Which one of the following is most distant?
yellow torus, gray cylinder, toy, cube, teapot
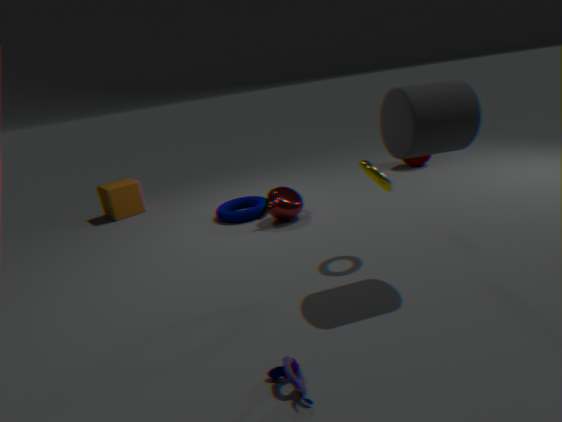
cube
